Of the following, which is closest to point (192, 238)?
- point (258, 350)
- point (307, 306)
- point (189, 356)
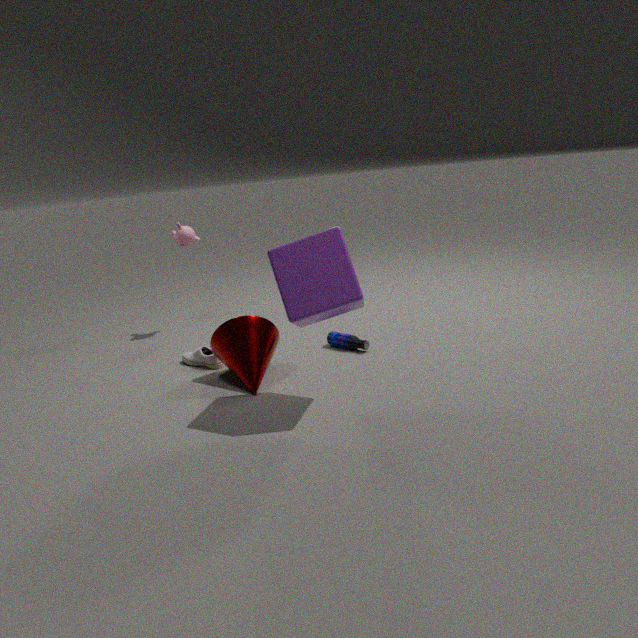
point (189, 356)
